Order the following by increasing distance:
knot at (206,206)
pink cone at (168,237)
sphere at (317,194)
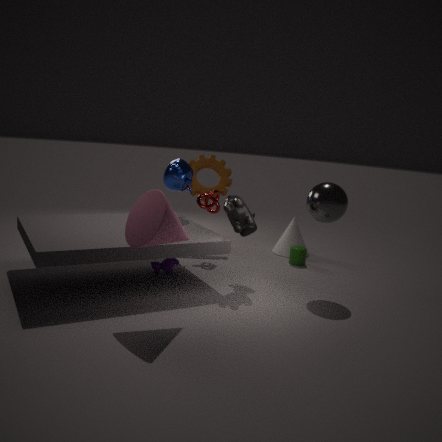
pink cone at (168,237) < sphere at (317,194) < knot at (206,206)
